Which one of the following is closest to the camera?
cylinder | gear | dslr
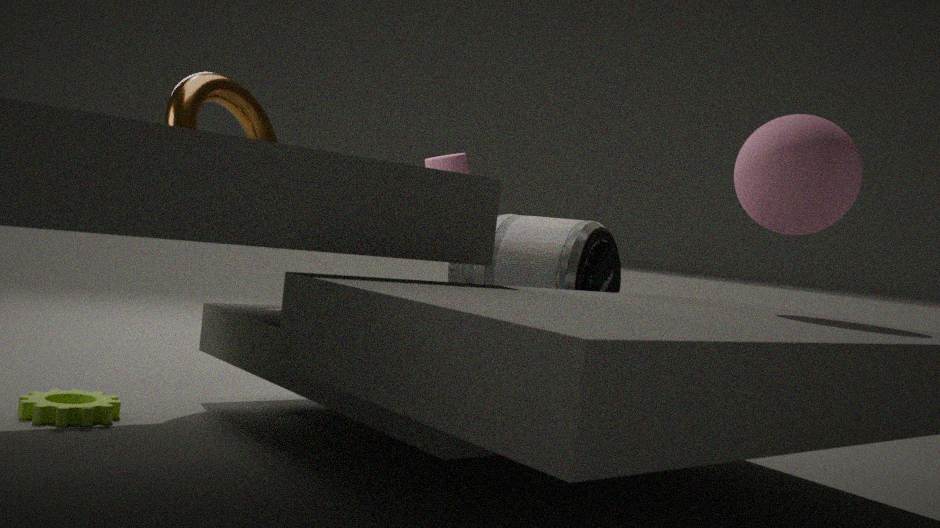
gear
